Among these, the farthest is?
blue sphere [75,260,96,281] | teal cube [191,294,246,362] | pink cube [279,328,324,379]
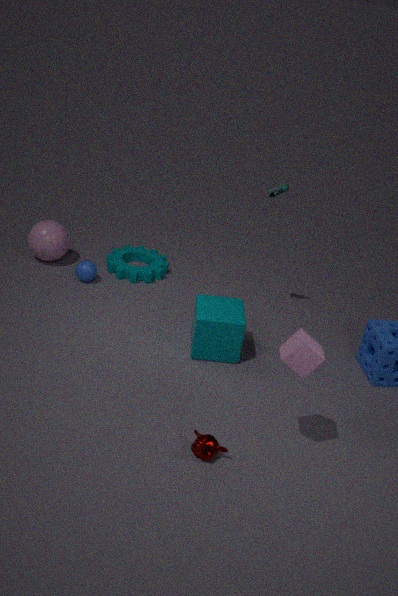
blue sphere [75,260,96,281]
